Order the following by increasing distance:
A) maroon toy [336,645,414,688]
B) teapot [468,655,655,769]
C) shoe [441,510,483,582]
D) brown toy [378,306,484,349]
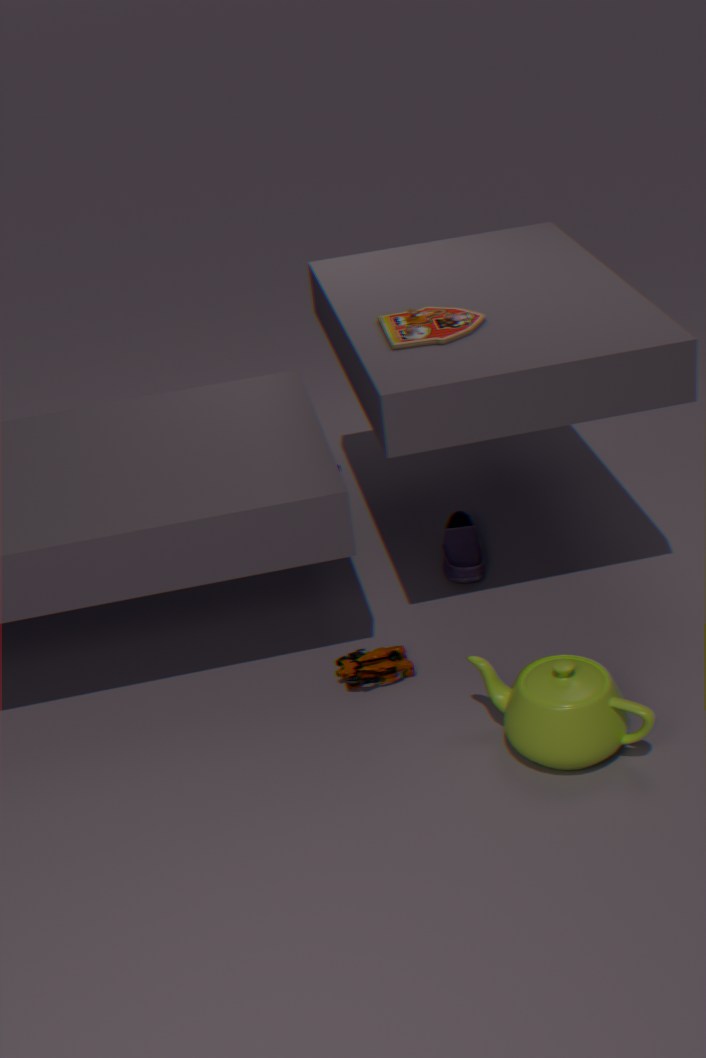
1. teapot [468,655,655,769]
2. brown toy [378,306,484,349]
3. maroon toy [336,645,414,688]
4. shoe [441,510,483,582]
